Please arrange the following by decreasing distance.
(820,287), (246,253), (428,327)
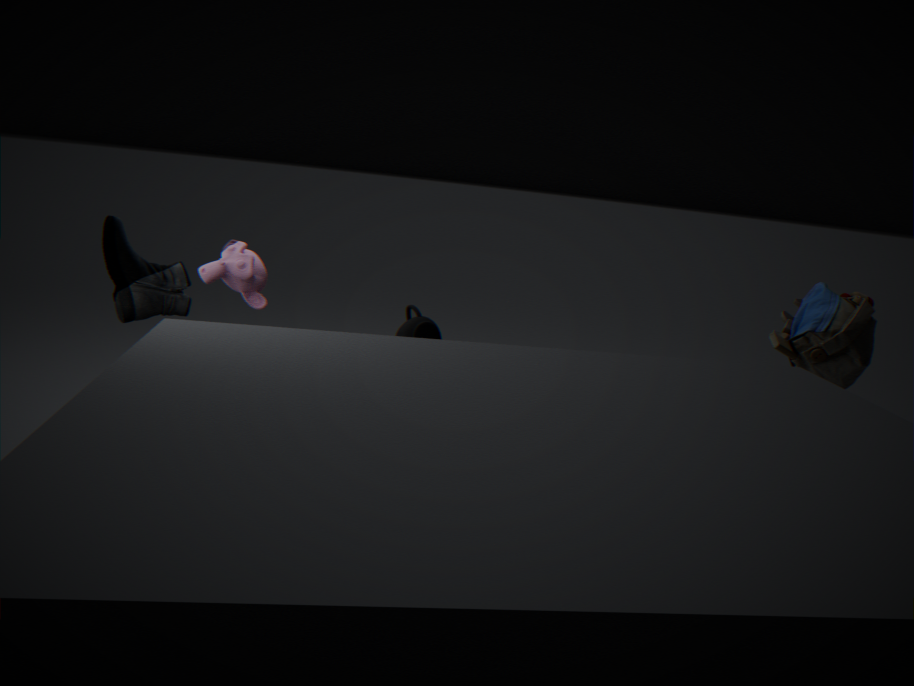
(428,327)
(246,253)
(820,287)
